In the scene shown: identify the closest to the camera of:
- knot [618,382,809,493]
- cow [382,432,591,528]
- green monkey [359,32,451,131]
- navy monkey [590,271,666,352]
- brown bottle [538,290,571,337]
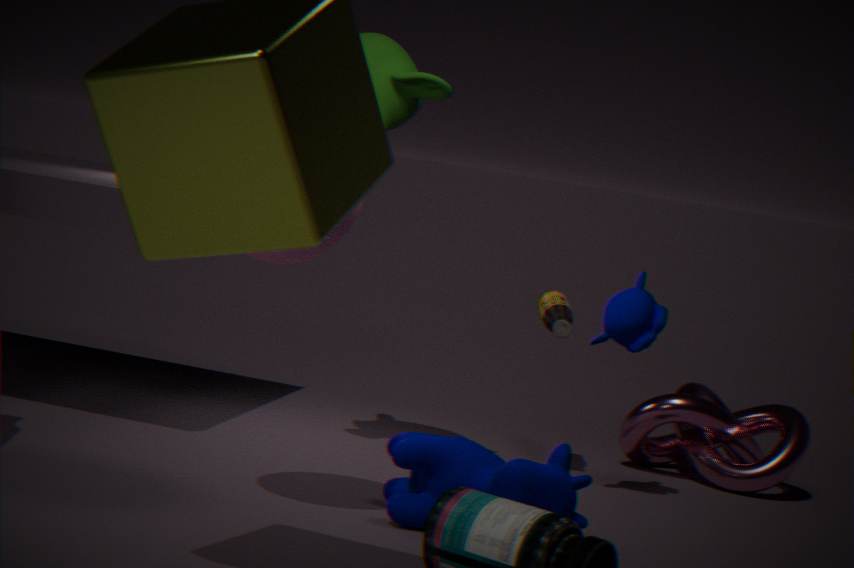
cow [382,432,591,528]
